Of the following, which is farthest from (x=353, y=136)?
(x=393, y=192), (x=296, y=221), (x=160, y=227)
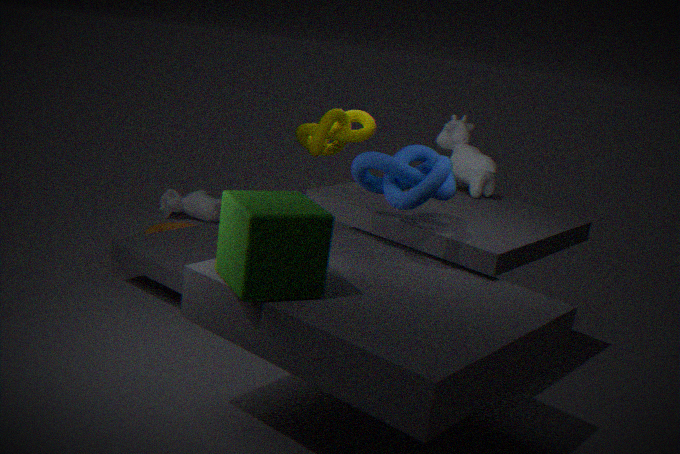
(x=296, y=221)
